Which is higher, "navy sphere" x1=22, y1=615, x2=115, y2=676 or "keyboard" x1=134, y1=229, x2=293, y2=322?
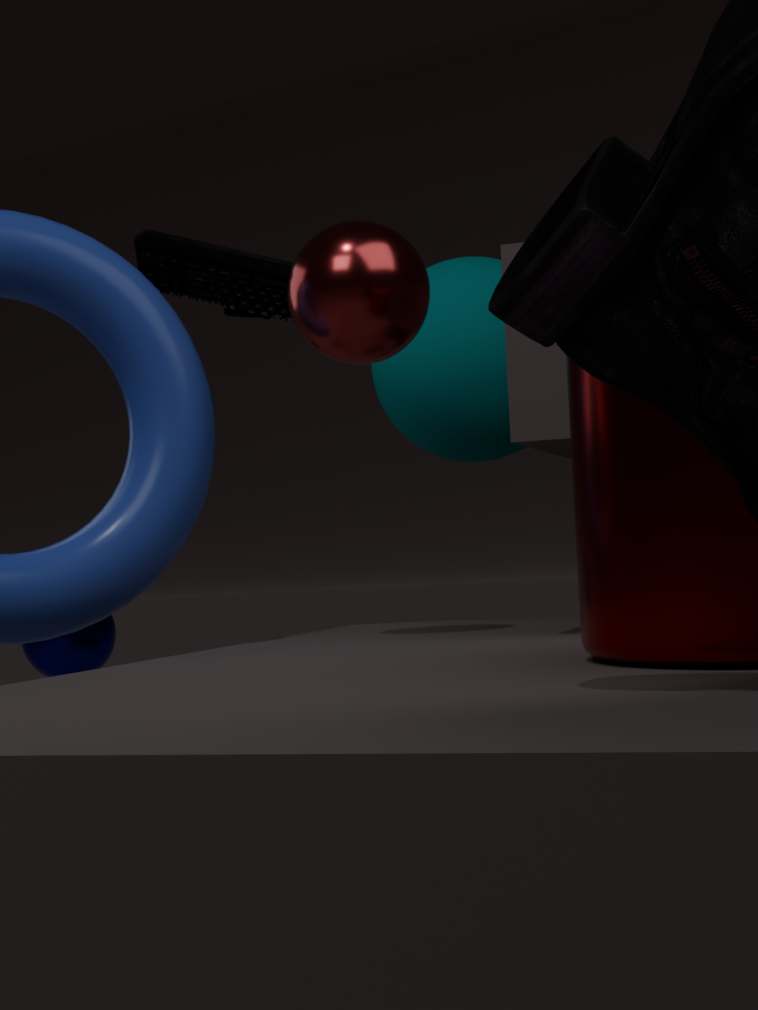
"keyboard" x1=134, y1=229, x2=293, y2=322
